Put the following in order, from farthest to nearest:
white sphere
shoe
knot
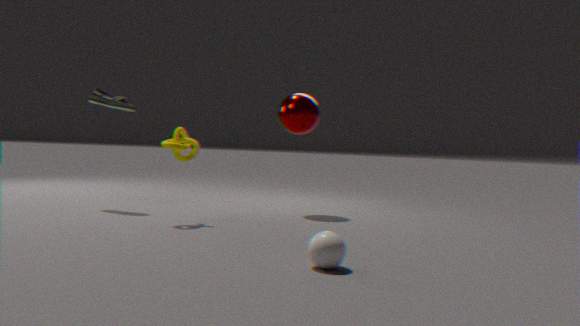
1. shoe
2. knot
3. white sphere
